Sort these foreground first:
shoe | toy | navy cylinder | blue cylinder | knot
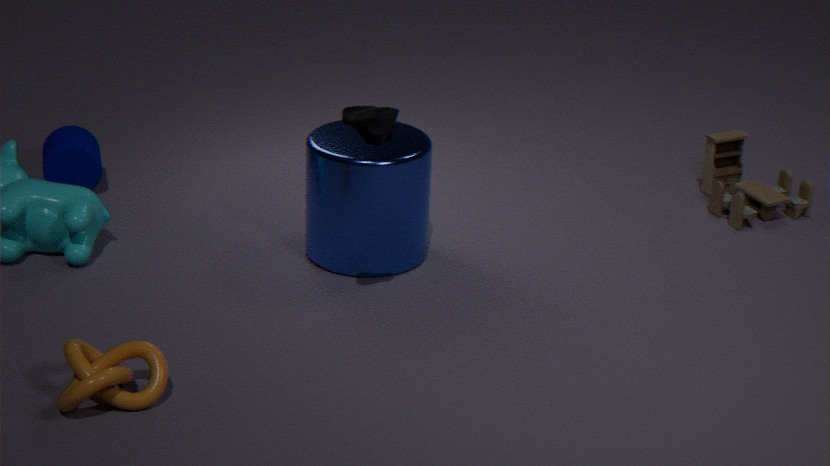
knot, shoe, blue cylinder, navy cylinder, toy
